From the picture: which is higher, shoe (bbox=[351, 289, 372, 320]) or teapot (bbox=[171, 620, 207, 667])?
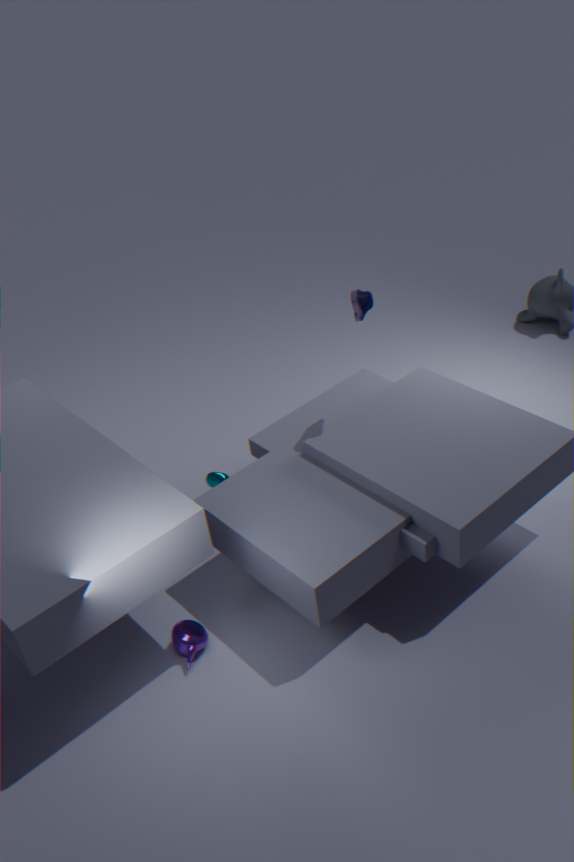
shoe (bbox=[351, 289, 372, 320])
